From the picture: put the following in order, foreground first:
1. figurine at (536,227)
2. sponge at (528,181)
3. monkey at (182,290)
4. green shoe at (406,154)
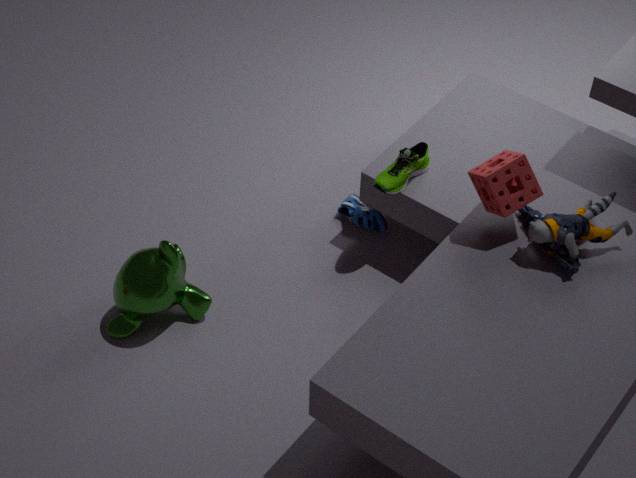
figurine at (536,227) → sponge at (528,181) → monkey at (182,290) → green shoe at (406,154)
